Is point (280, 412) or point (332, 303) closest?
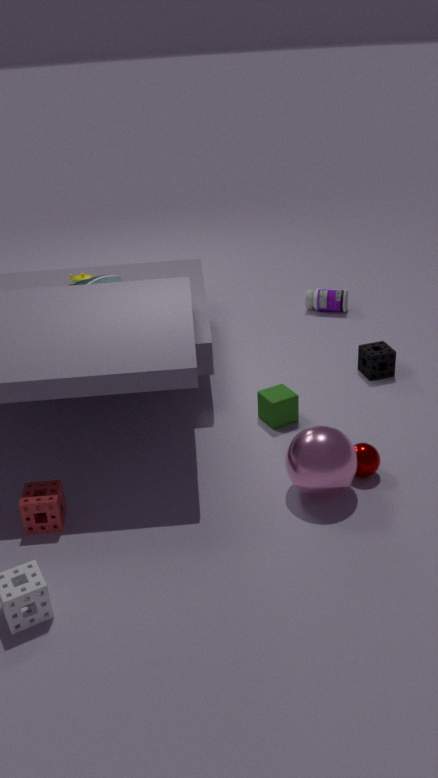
point (280, 412)
